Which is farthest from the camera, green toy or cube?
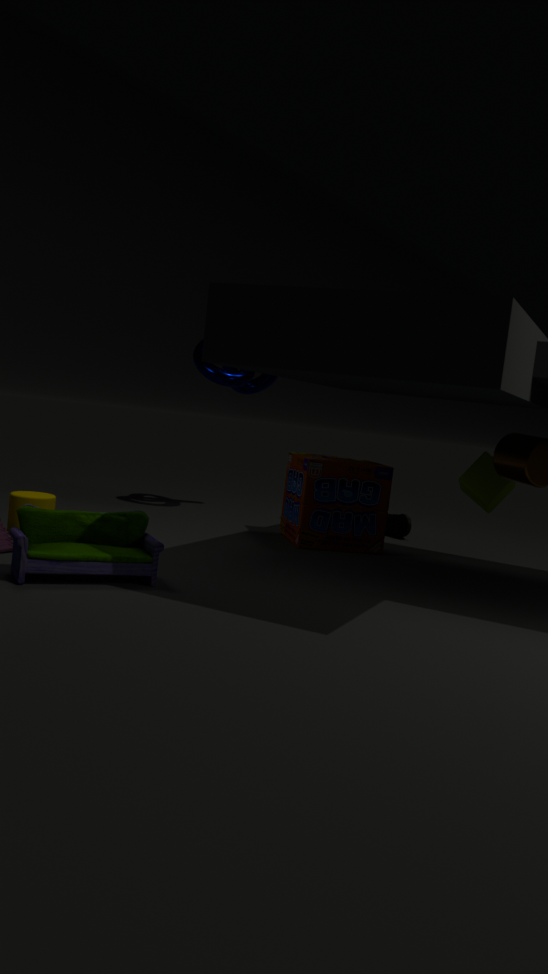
cube
